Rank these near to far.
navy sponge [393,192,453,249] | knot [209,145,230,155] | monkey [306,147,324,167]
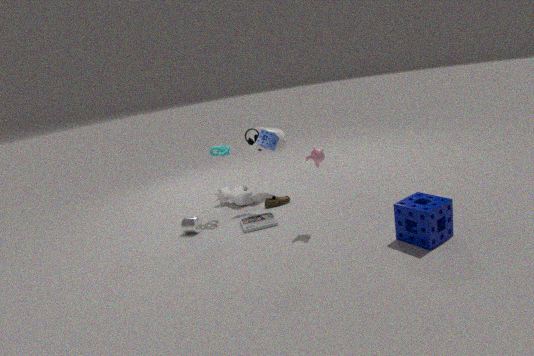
navy sponge [393,192,453,249] → monkey [306,147,324,167] → knot [209,145,230,155]
